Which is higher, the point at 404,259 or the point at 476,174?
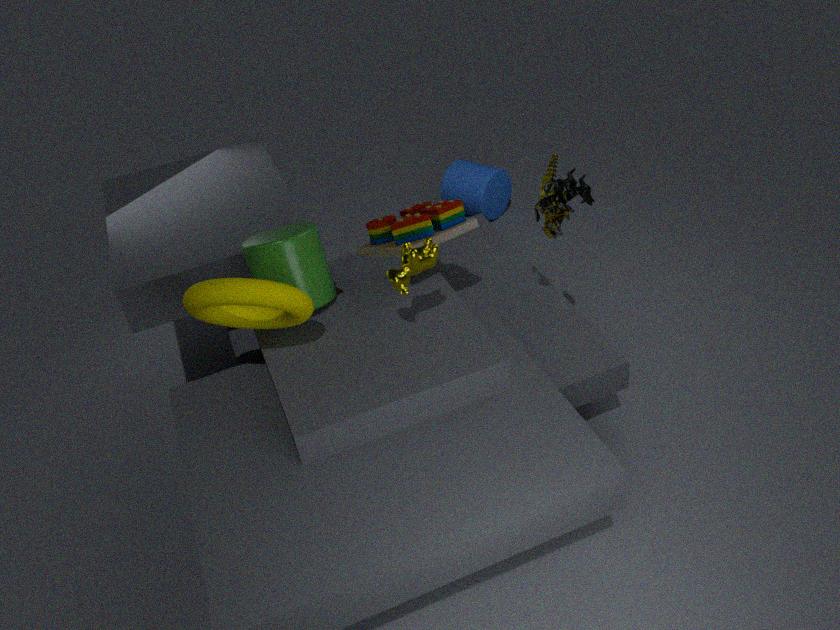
the point at 404,259
